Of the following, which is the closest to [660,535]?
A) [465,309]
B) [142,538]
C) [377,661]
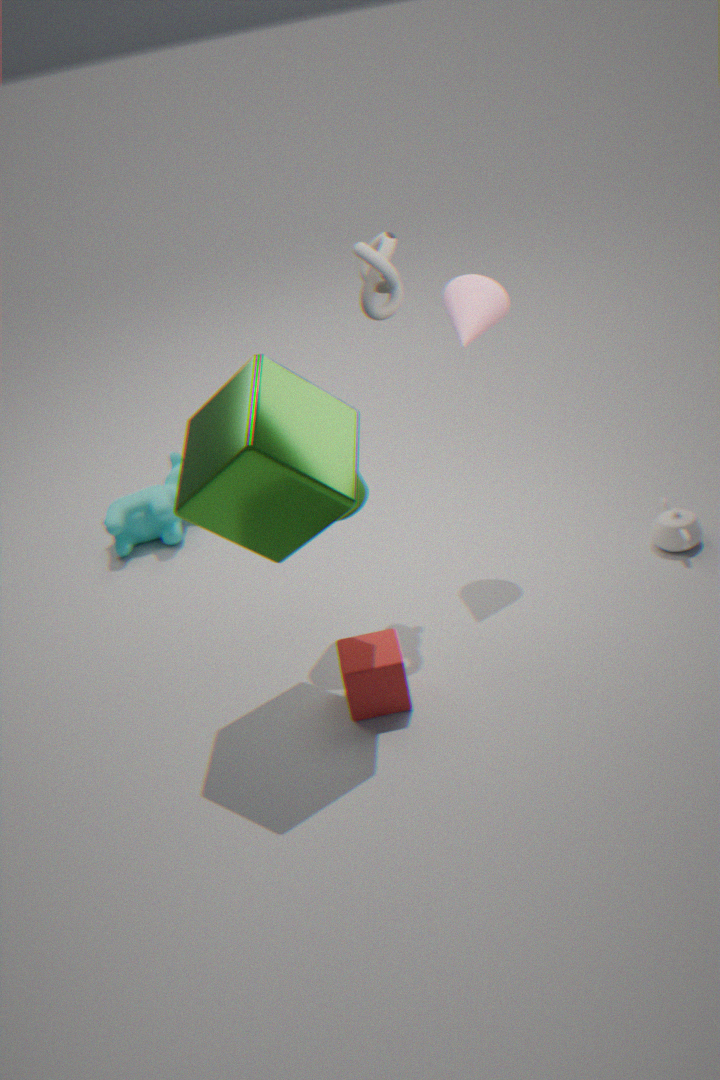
[465,309]
